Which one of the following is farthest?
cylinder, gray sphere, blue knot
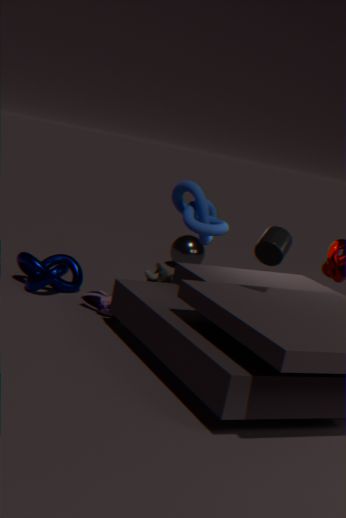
gray sphere
